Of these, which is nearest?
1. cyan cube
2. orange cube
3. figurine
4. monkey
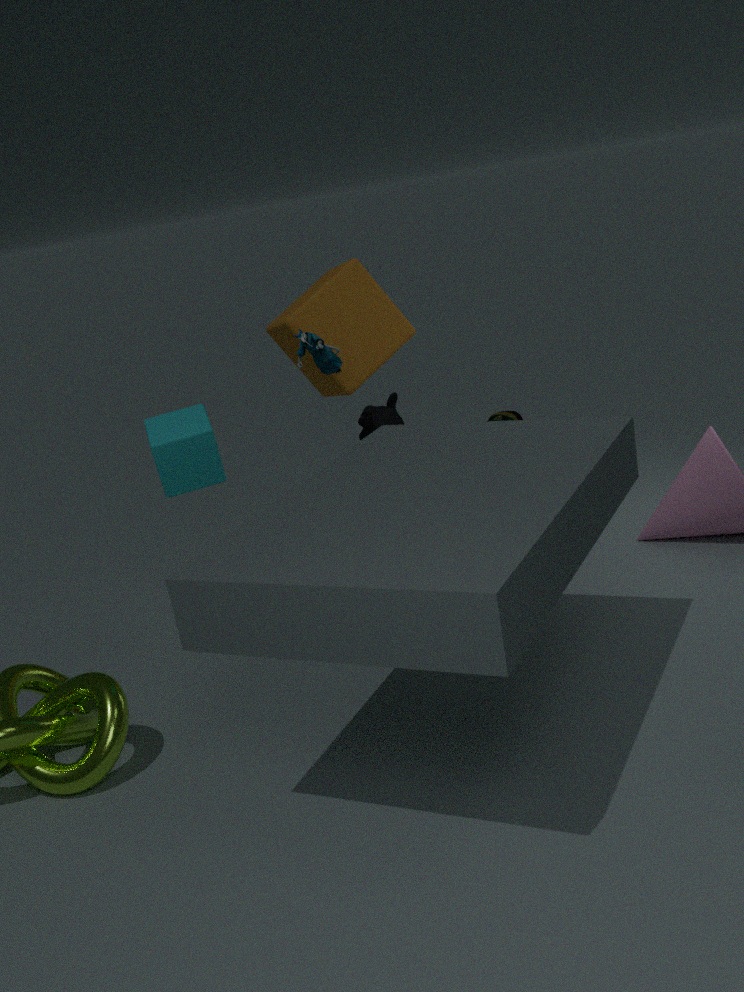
cyan cube
